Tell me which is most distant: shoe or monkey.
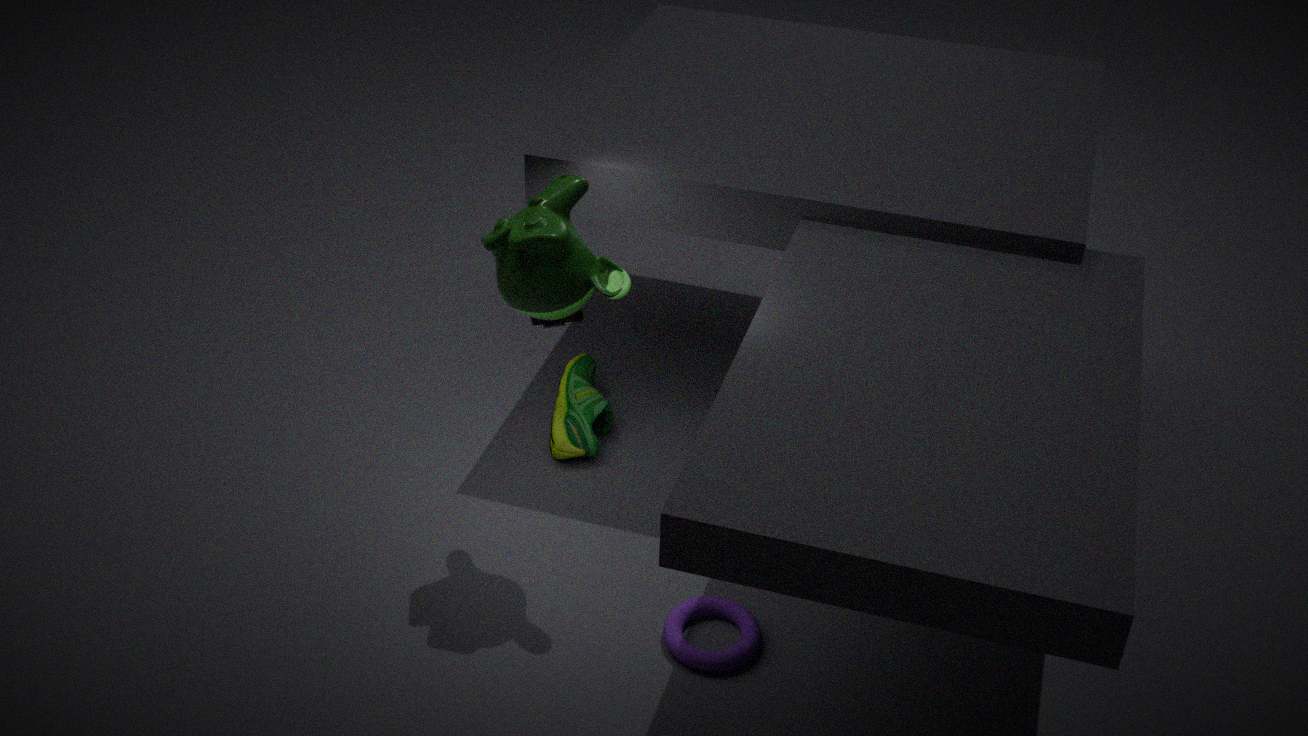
shoe
